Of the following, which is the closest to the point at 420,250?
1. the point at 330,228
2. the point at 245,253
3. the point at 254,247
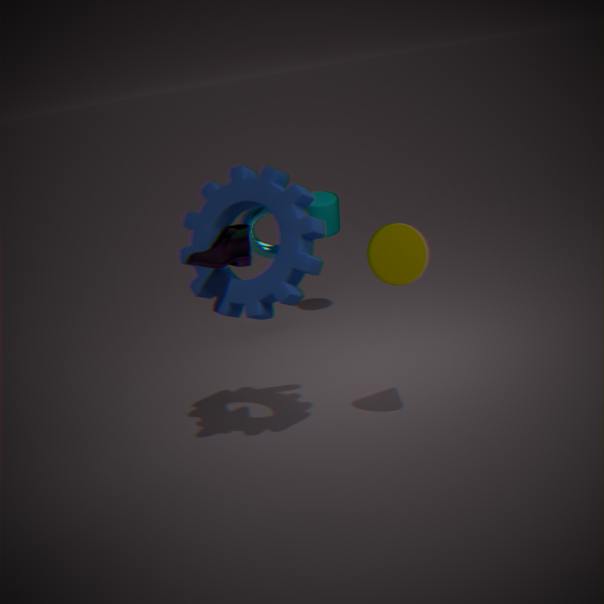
the point at 254,247
